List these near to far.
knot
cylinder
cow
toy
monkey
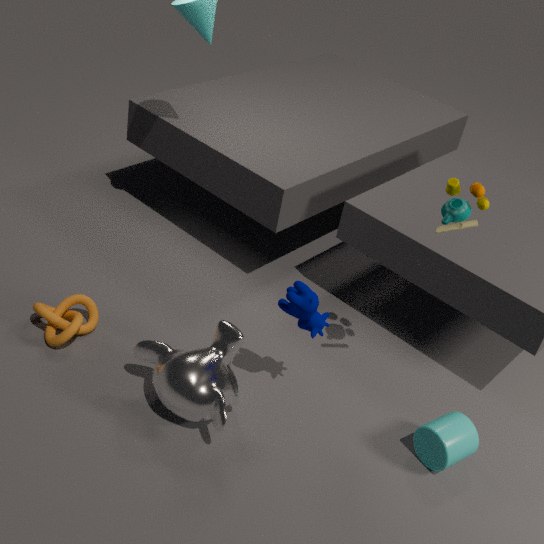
toy → cow → monkey → cylinder → knot
